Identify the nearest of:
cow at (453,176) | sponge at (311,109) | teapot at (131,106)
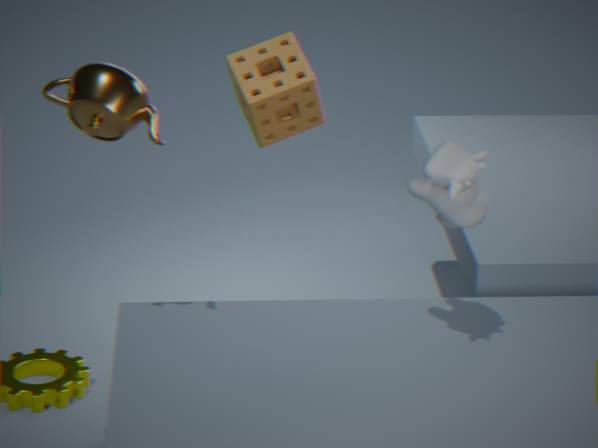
cow at (453,176)
